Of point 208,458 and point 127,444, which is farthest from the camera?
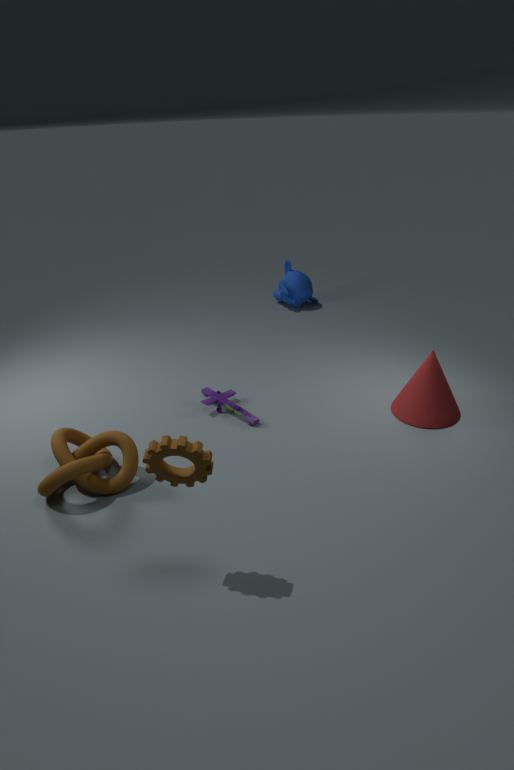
point 127,444
